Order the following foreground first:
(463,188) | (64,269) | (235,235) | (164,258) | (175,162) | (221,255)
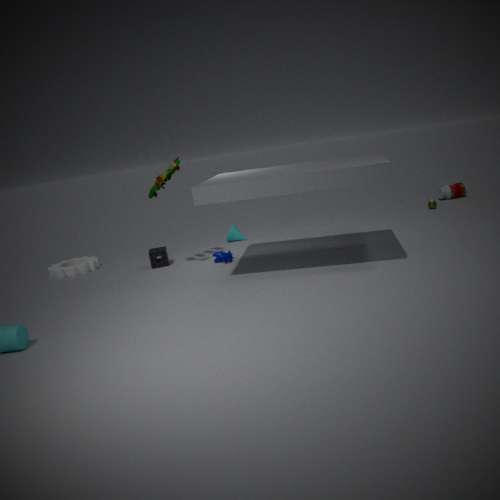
(175,162) < (221,255) < (164,258) < (64,269) < (235,235) < (463,188)
